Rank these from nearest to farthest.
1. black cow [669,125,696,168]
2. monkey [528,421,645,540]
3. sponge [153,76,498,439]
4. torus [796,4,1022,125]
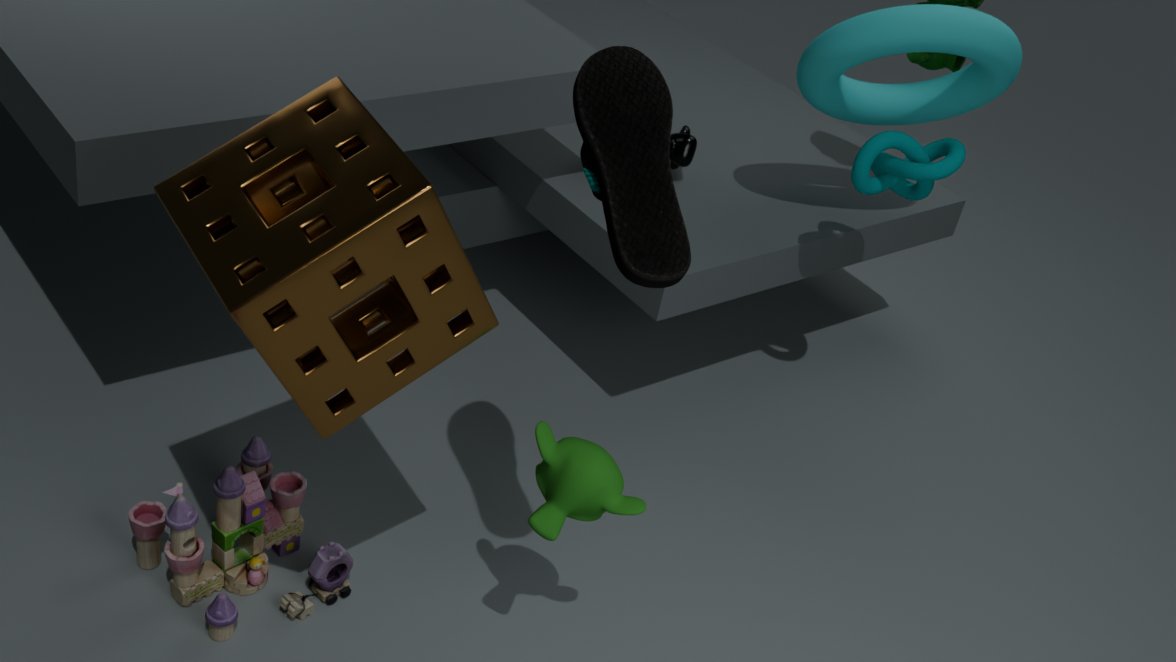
sponge [153,76,498,439]
monkey [528,421,645,540]
torus [796,4,1022,125]
black cow [669,125,696,168]
